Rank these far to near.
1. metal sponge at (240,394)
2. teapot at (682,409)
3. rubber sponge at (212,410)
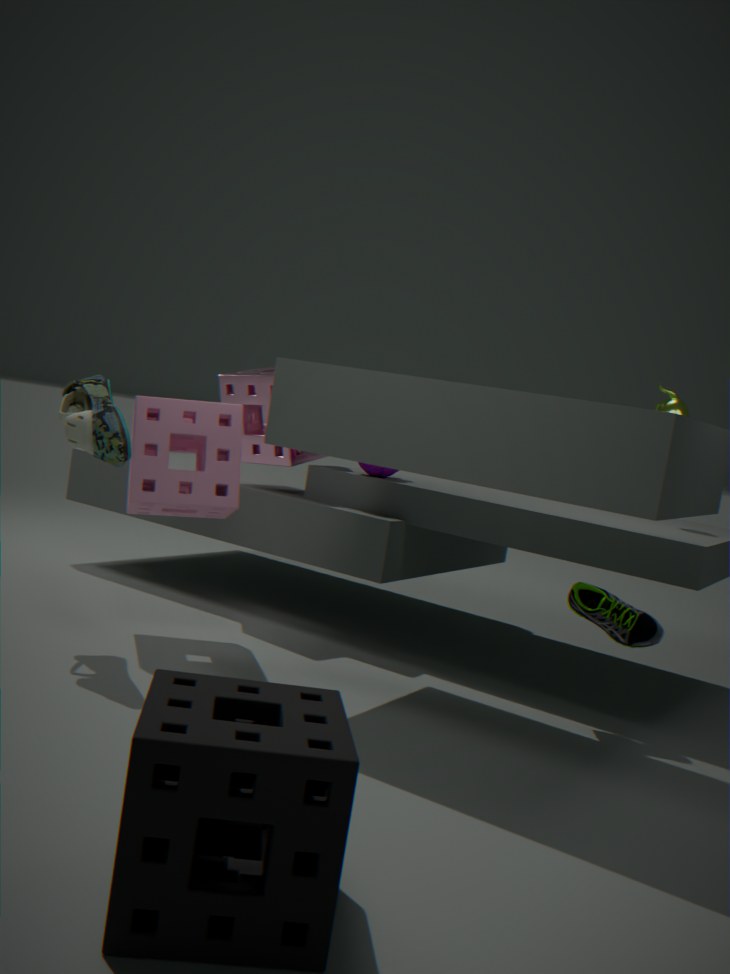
metal sponge at (240,394) → teapot at (682,409) → rubber sponge at (212,410)
